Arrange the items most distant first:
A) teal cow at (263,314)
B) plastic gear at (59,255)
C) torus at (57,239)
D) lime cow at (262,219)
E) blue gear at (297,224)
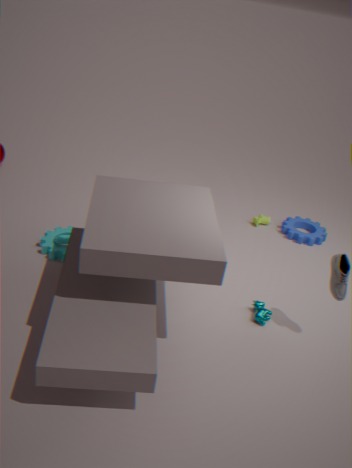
lime cow at (262,219) → blue gear at (297,224) → torus at (57,239) → plastic gear at (59,255) → teal cow at (263,314)
